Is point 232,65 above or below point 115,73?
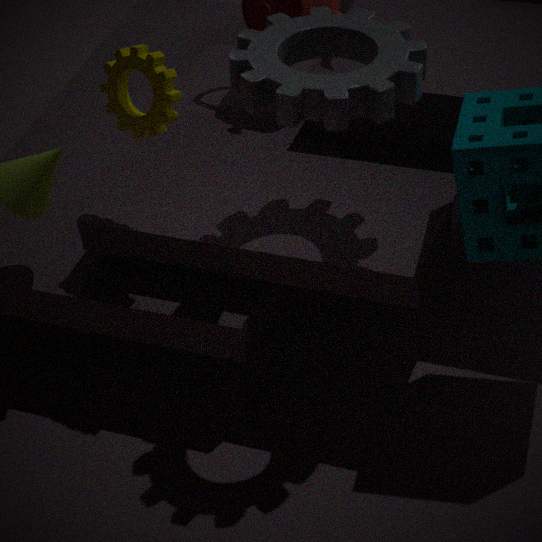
above
